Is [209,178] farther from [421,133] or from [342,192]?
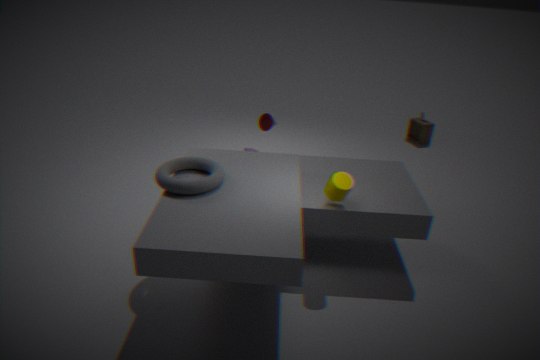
[421,133]
